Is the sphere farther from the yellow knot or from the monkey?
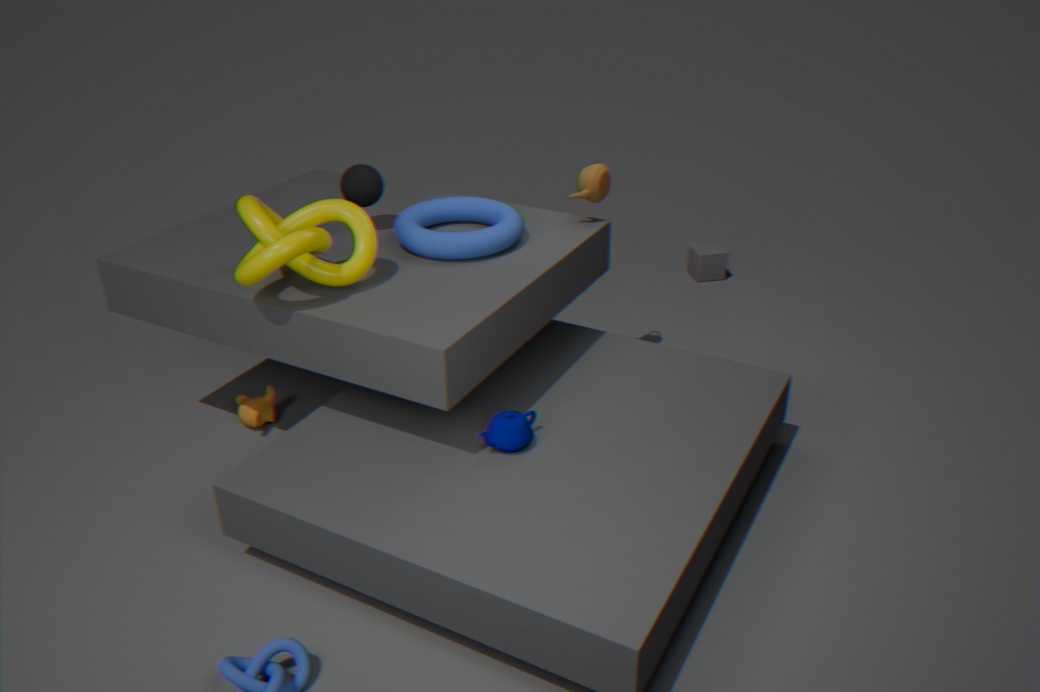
the monkey
